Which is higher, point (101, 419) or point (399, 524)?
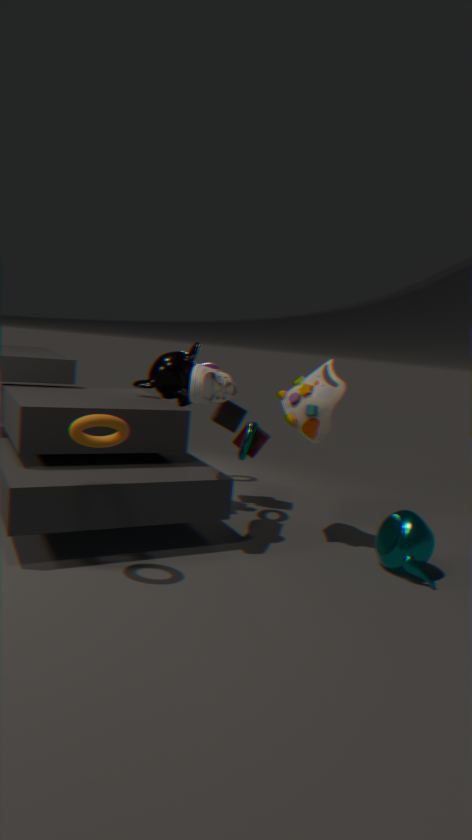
point (101, 419)
